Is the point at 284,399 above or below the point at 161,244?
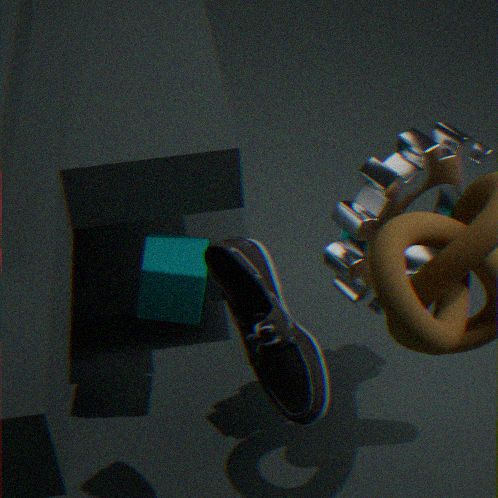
above
